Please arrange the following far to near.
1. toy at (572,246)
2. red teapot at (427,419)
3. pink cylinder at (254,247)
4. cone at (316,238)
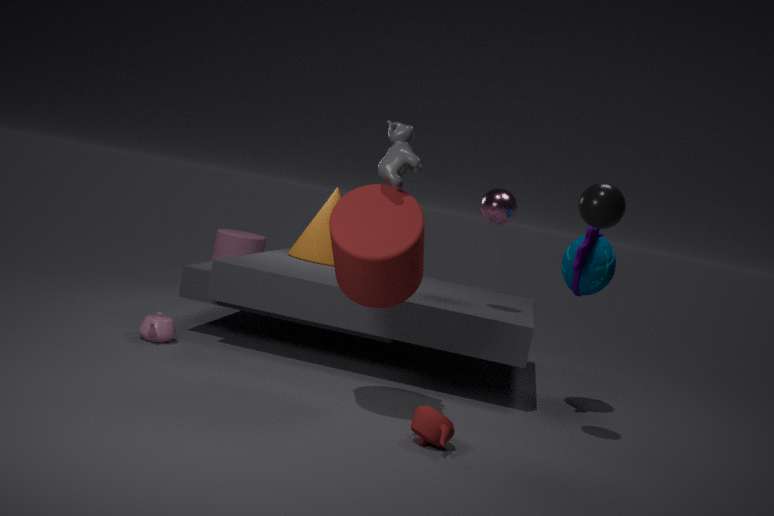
pink cylinder at (254,247)
cone at (316,238)
toy at (572,246)
red teapot at (427,419)
